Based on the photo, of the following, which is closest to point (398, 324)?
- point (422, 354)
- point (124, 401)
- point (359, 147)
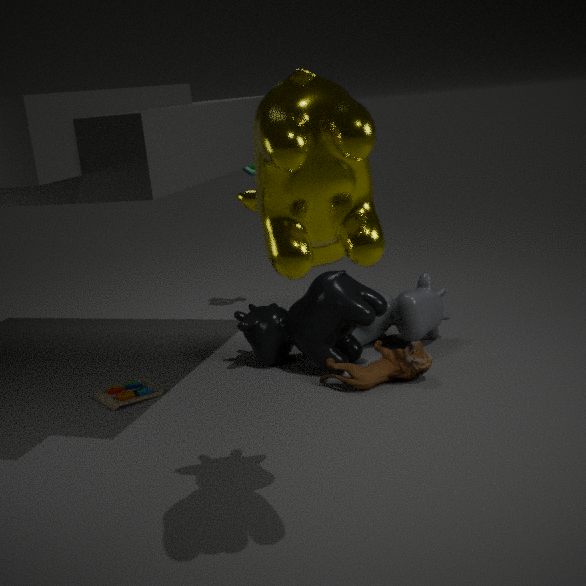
point (422, 354)
